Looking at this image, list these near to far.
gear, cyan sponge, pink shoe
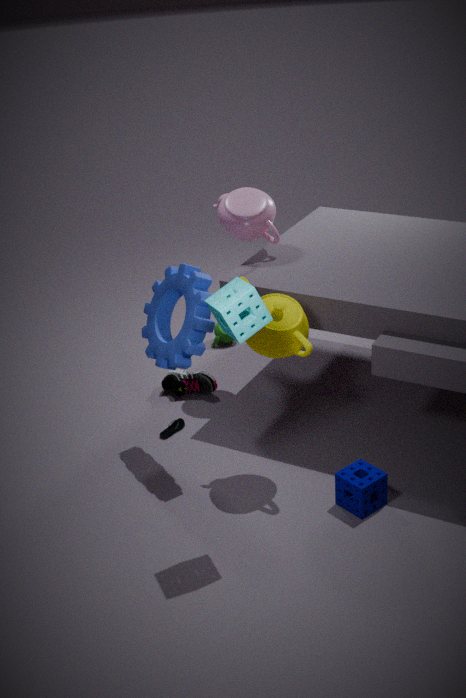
cyan sponge → gear → pink shoe
